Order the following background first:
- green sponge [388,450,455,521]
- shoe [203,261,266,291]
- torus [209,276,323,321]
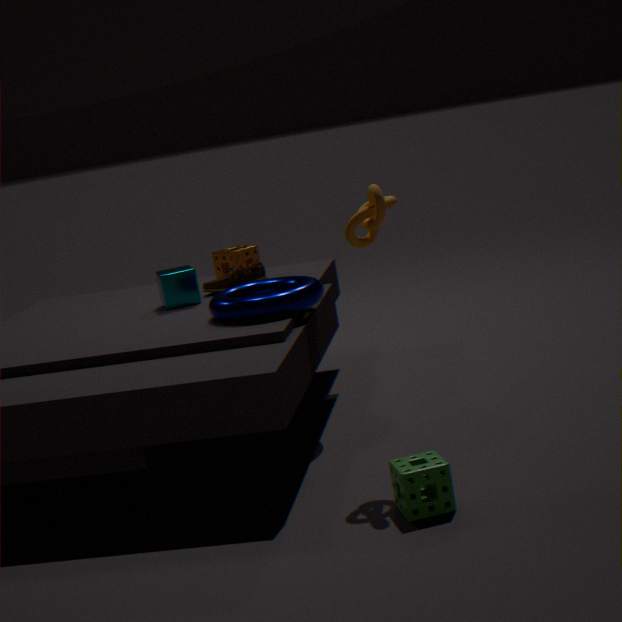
shoe [203,261,266,291]
torus [209,276,323,321]
green sponge [388,450,455,521]
